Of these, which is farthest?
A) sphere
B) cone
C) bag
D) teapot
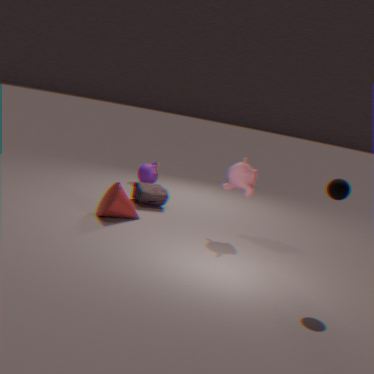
teapot
